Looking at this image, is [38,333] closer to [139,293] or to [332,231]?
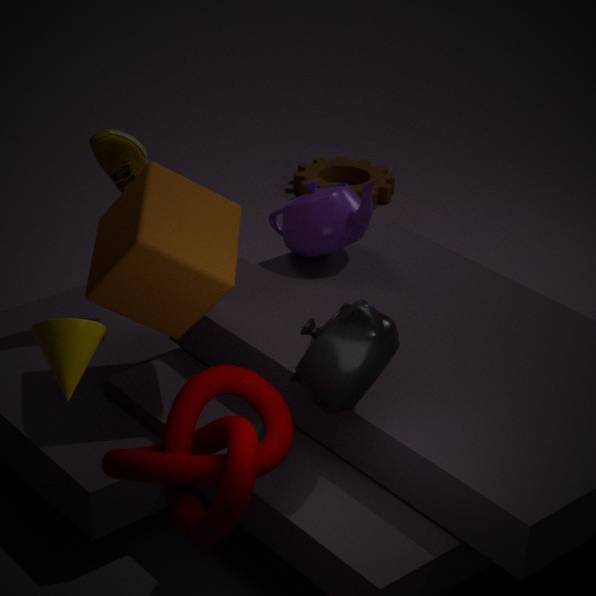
[139,293]
